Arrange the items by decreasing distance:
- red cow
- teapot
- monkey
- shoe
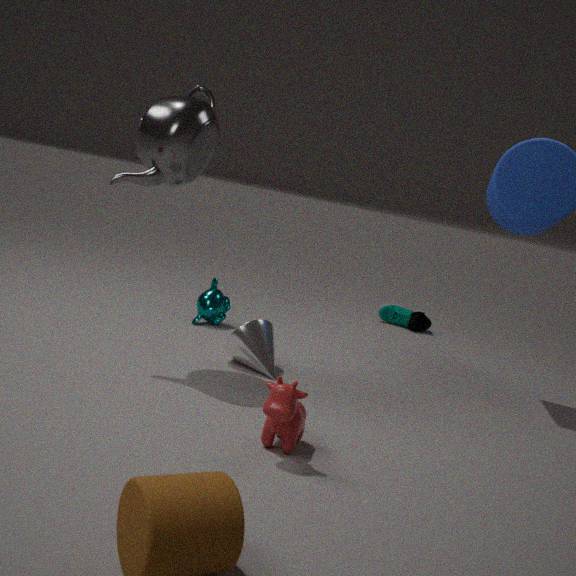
shoe < monkey < teapot < red cow
